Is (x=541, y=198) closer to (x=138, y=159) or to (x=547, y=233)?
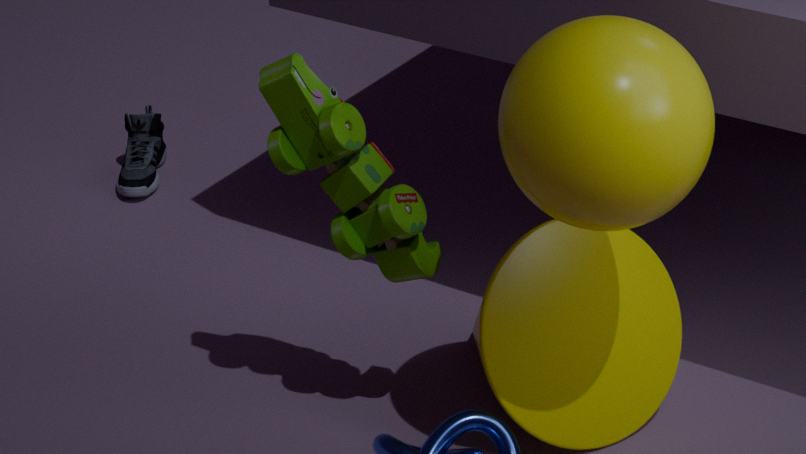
(x=547, y=233)
